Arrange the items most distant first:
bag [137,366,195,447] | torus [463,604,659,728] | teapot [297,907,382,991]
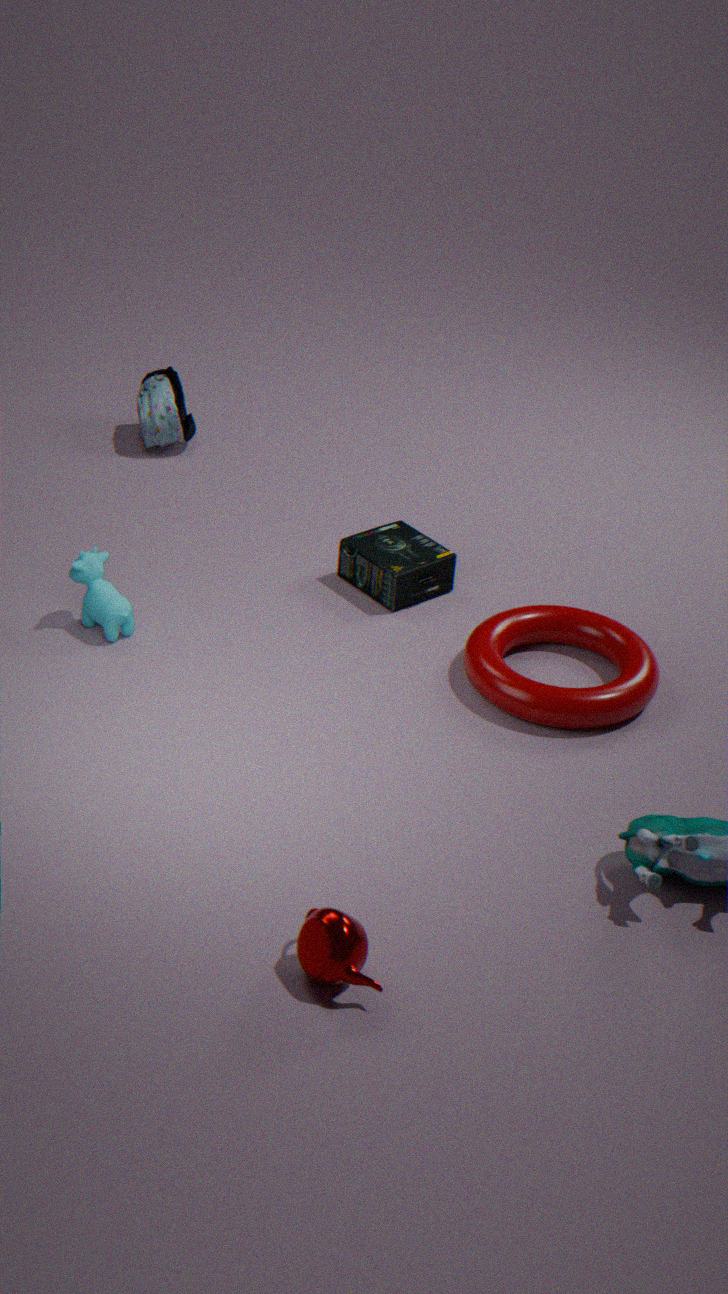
bag [137,366,195,447] → torus [463,604,659,728] → teapot [297,907,382,991]
